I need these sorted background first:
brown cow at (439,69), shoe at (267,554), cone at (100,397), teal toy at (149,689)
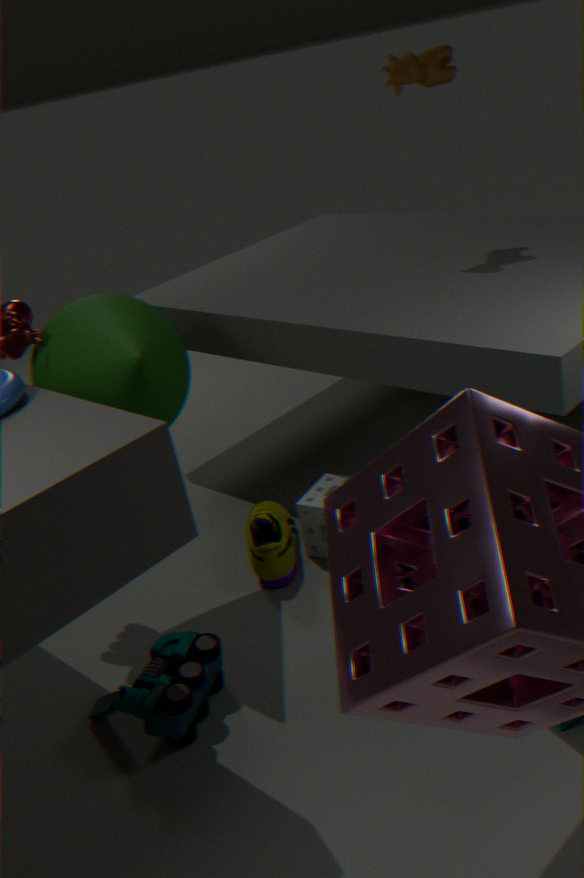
brown cow at (439,69), shoe at (267,554), cone at (100,397), teal toy at (149,689)
